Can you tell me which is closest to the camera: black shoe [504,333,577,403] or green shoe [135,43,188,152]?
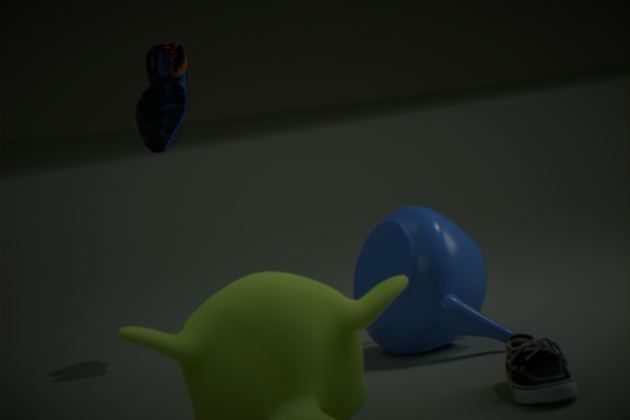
black shoe [504,333,577,403]
